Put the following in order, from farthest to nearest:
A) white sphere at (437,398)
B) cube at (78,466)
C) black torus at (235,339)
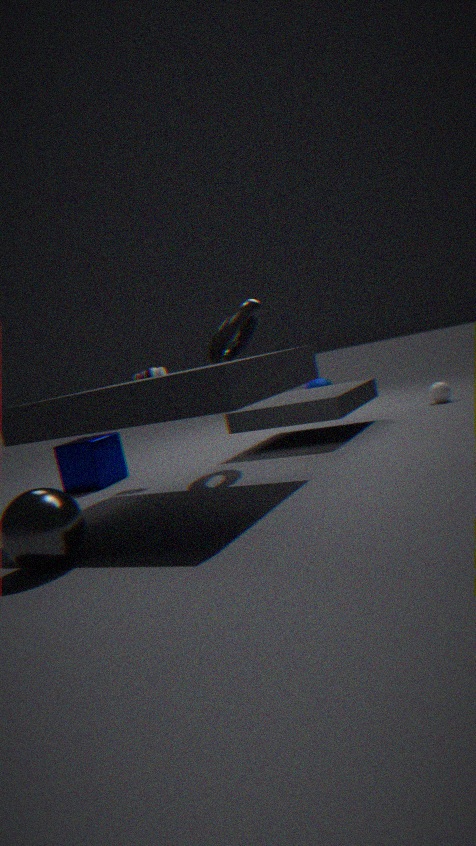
white sphere at (437,398) < cube at (78,466) < black torus at (235,339)
